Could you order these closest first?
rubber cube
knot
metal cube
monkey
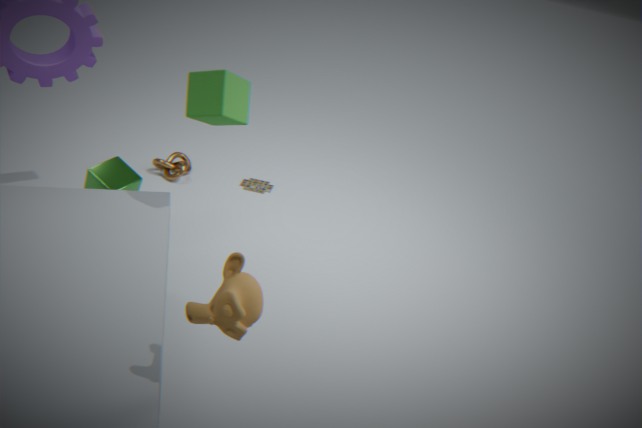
monkey
rubber cube
metal cube
knot
